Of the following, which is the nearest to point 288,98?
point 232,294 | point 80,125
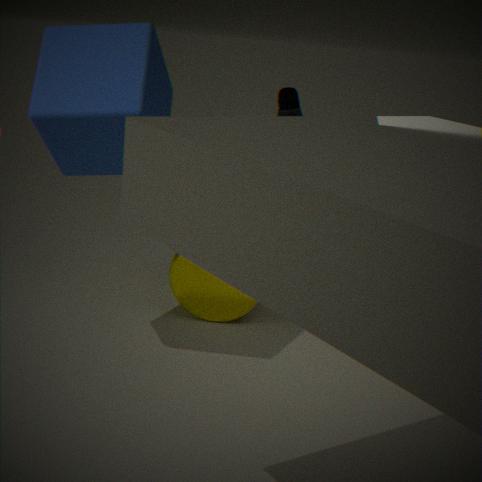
point 80,125
